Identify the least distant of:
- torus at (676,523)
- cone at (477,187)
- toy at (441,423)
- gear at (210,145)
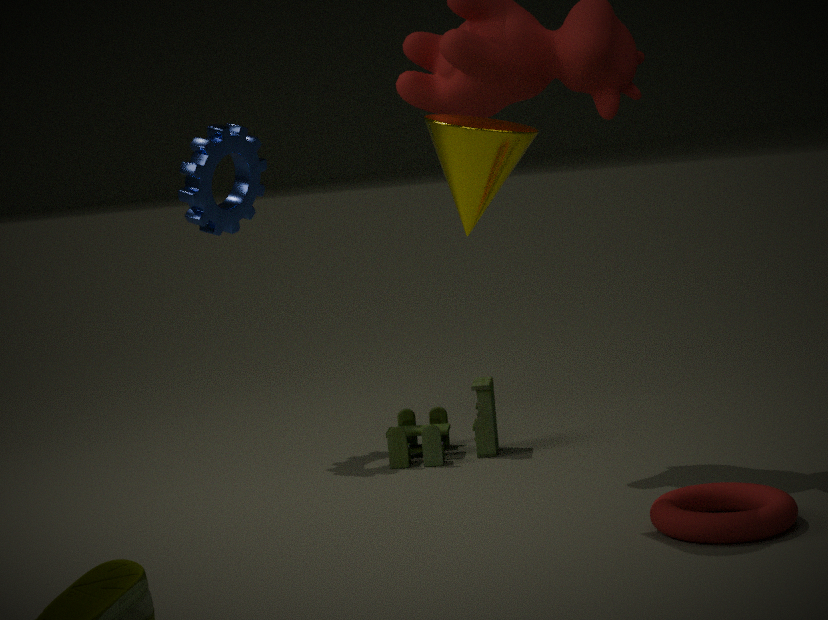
torus at (676,523)
